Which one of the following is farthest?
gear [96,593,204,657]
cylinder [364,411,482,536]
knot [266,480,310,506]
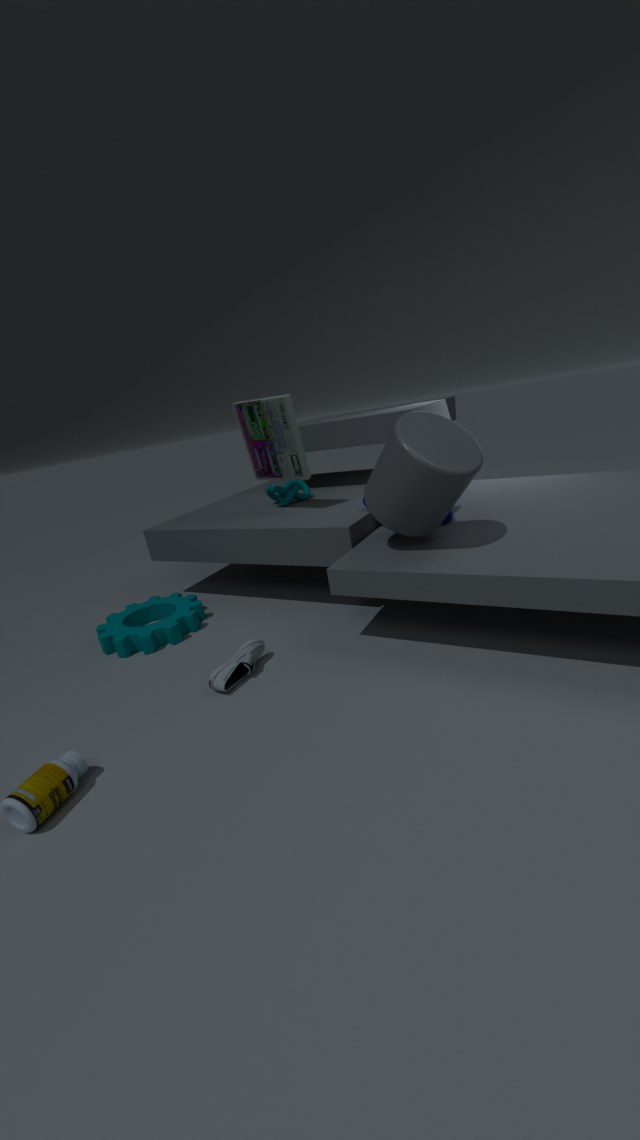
knot [266,480,310,506]
